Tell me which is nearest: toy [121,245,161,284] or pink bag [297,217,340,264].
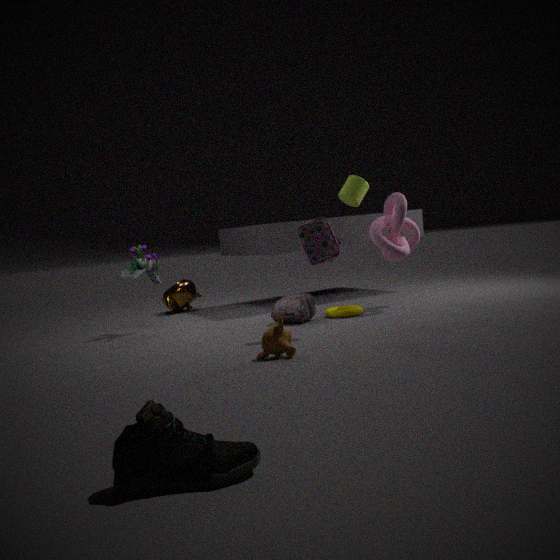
pink bag [297,217,340,264]
